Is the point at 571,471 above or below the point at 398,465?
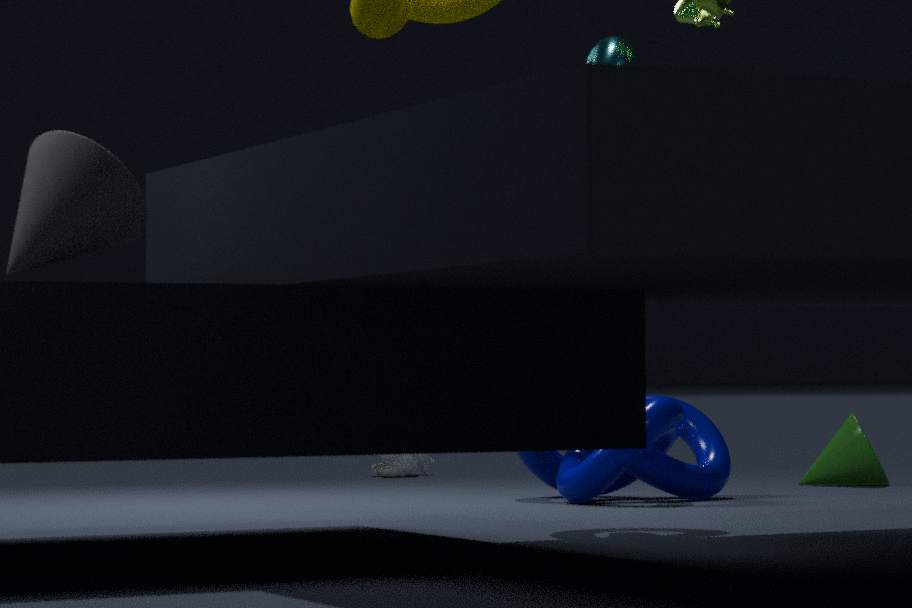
above
